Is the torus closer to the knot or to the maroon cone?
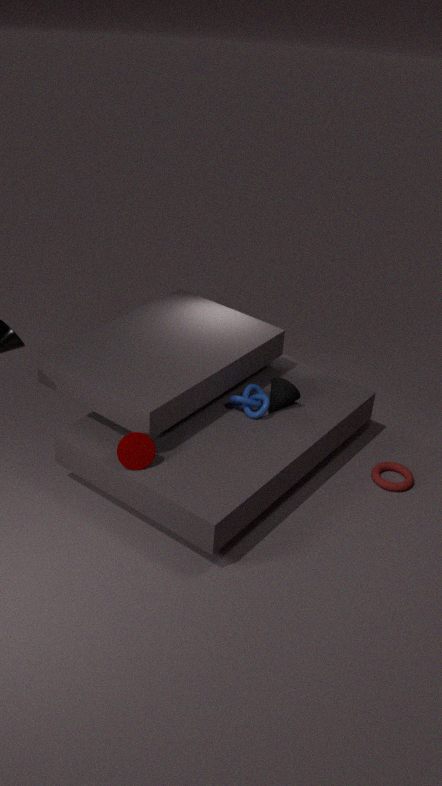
the knot
